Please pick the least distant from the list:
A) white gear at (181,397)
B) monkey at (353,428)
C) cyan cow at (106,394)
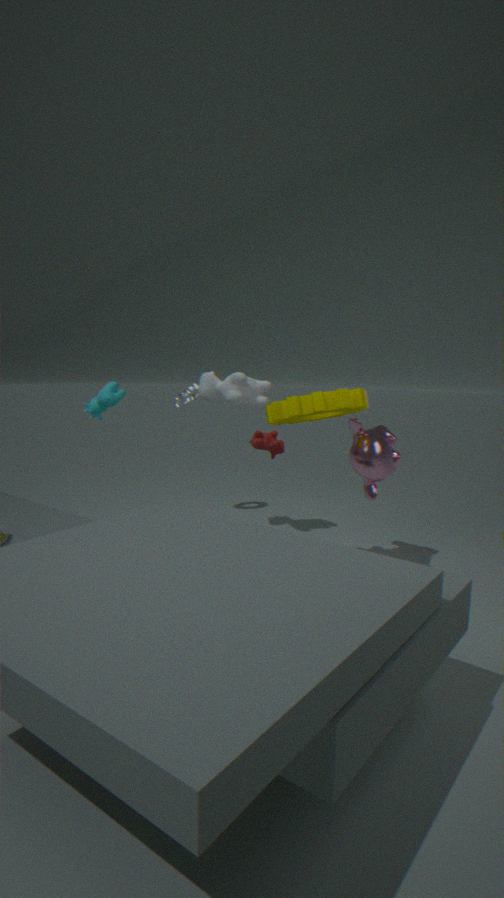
cyan cow at (106,394)
